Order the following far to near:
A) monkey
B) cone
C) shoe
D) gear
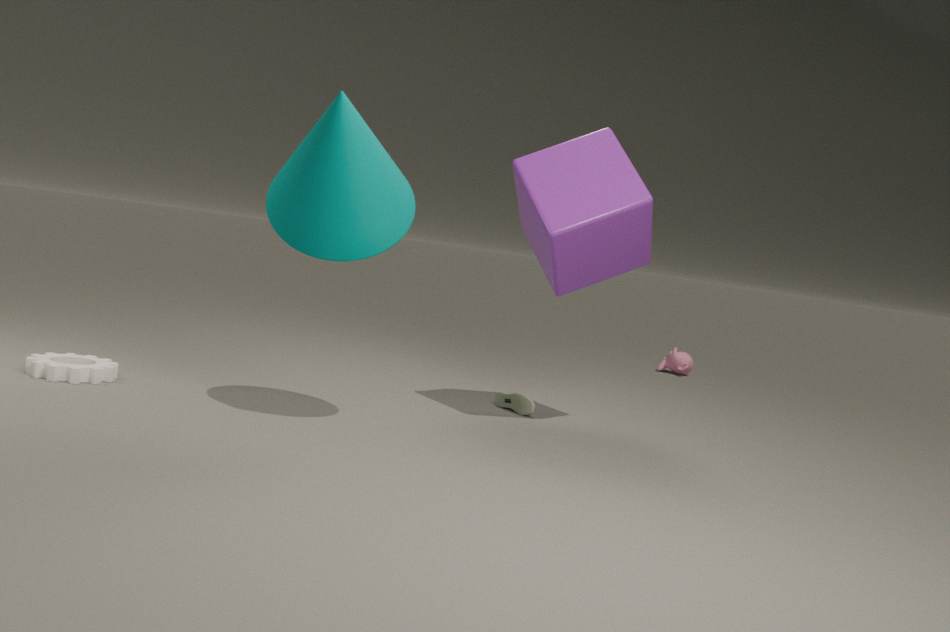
1. monkey
2. shoe
3. gear
4. cone
